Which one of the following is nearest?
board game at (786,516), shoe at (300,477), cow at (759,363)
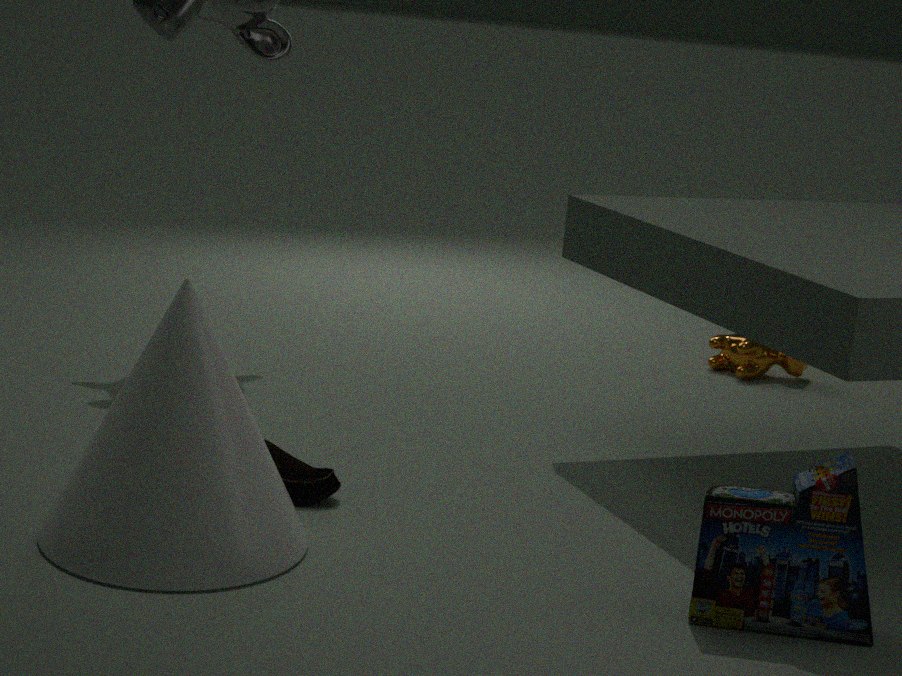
board game at (786,516)
